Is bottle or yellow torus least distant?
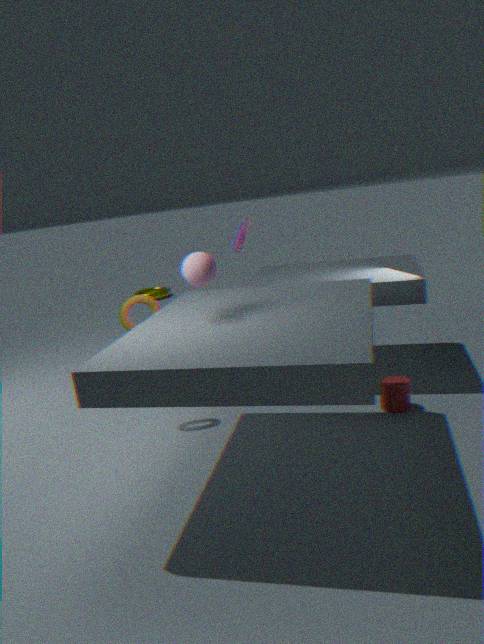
bottle
